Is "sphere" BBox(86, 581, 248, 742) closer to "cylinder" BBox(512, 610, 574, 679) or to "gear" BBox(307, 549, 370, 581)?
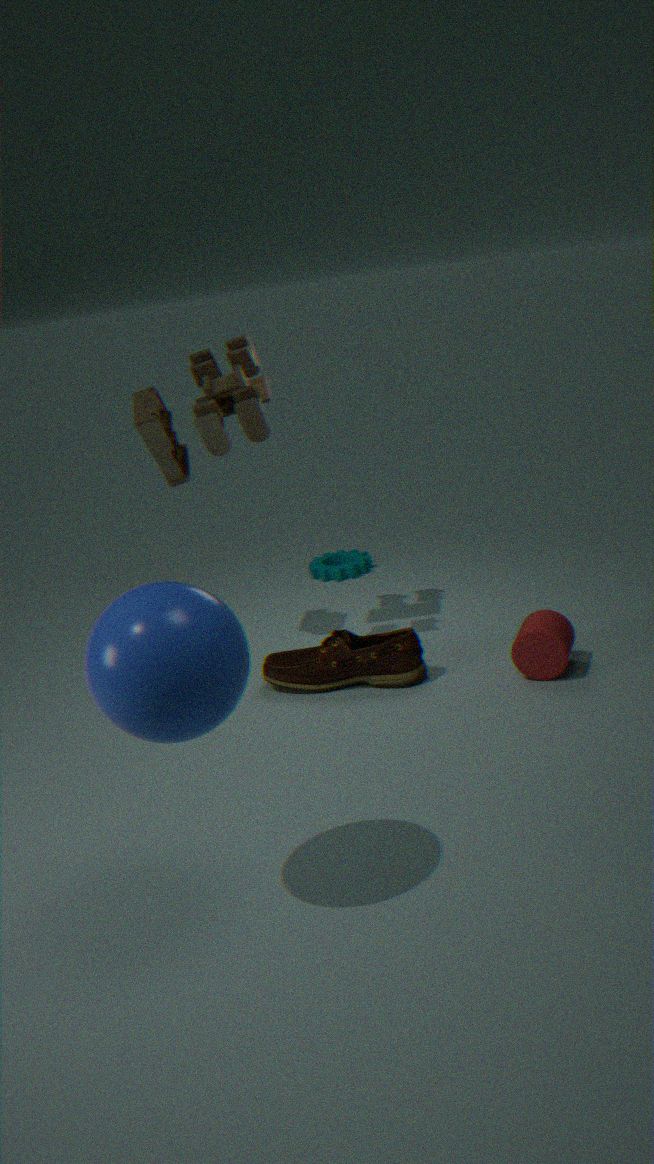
"cylinder" BBox(512, 610, 574, 679)
